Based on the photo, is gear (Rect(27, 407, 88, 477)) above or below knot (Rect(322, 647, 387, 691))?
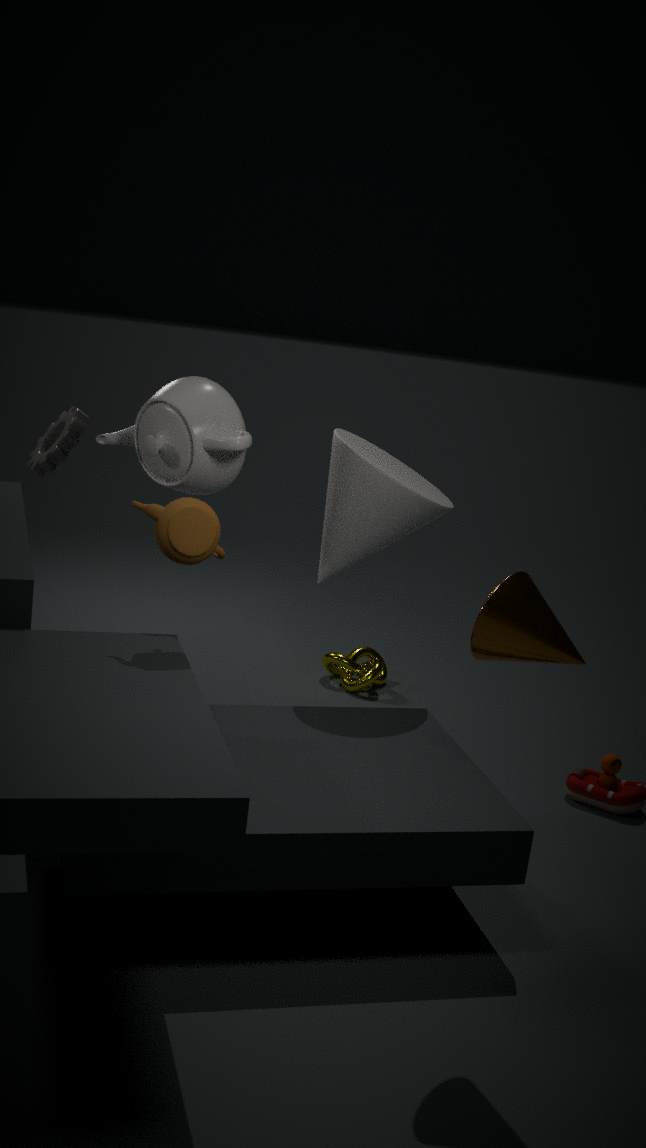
above
